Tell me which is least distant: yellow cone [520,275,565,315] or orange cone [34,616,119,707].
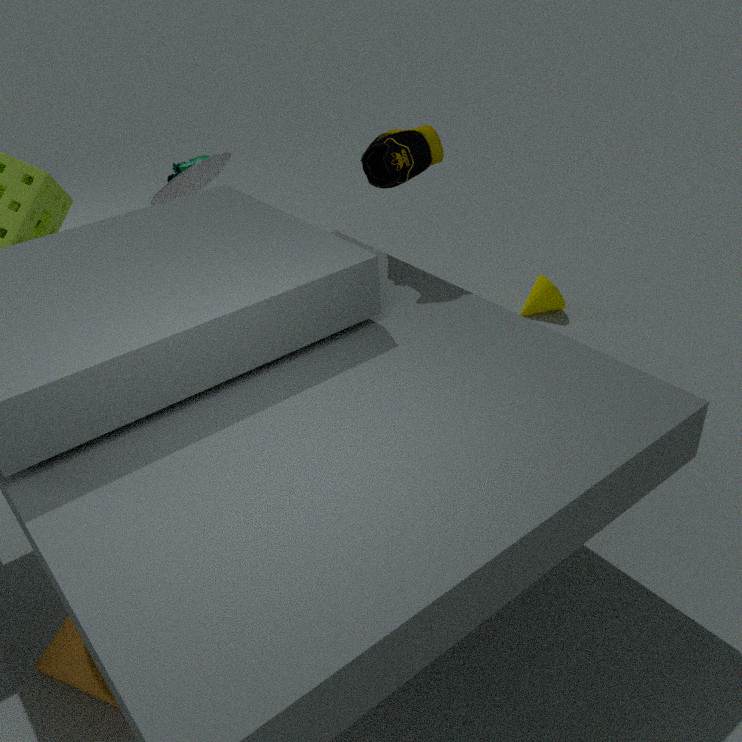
orange cone [34,616,119,707]
